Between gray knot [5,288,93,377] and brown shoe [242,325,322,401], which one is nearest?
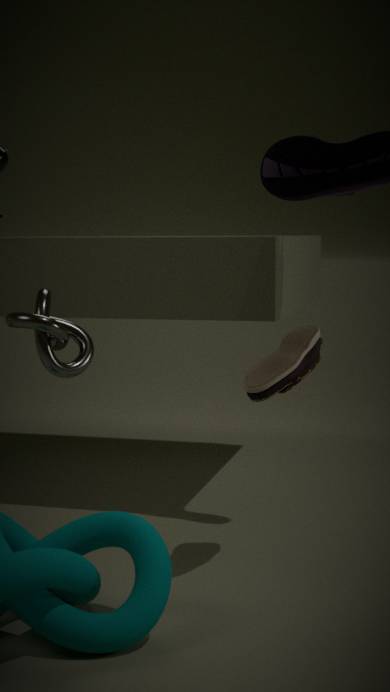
brown shoe [242,325,322,401]
